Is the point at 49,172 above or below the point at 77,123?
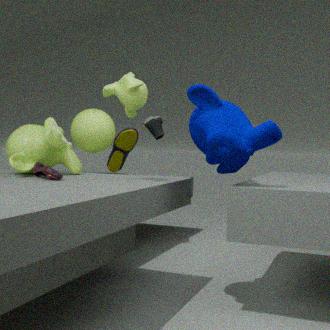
below
